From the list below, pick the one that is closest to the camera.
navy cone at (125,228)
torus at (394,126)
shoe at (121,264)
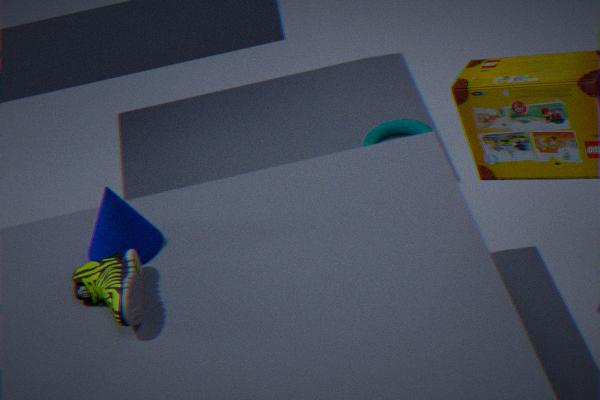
shoe at (121,264)
